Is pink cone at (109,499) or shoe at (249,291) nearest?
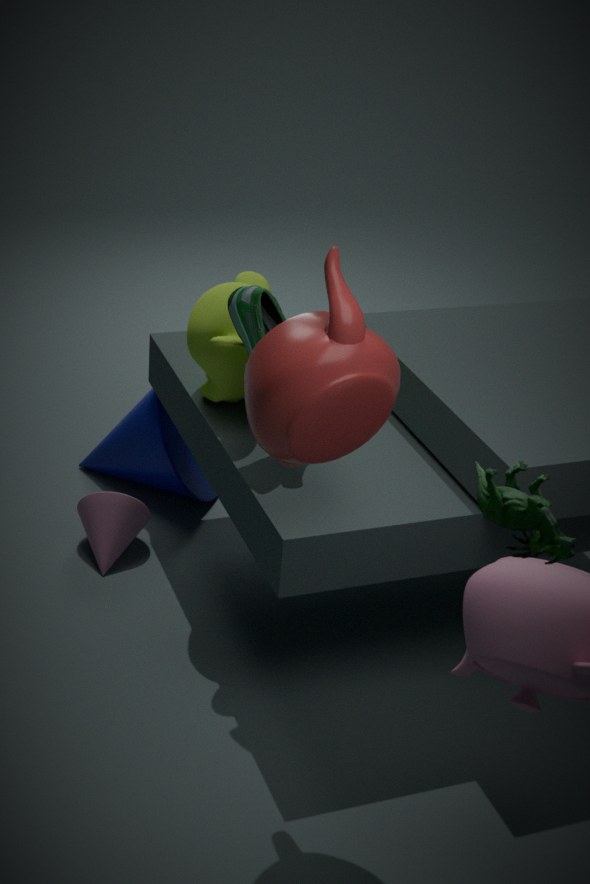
shoe at (249,291)
